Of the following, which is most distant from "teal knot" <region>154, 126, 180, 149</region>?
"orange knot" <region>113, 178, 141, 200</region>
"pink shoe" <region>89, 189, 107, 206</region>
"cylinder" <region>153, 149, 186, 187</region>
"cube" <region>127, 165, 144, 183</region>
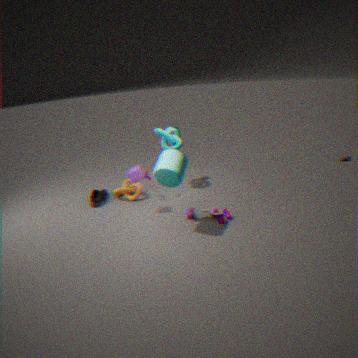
"pink shoe" <region>89, 189, 107, 206</region>
